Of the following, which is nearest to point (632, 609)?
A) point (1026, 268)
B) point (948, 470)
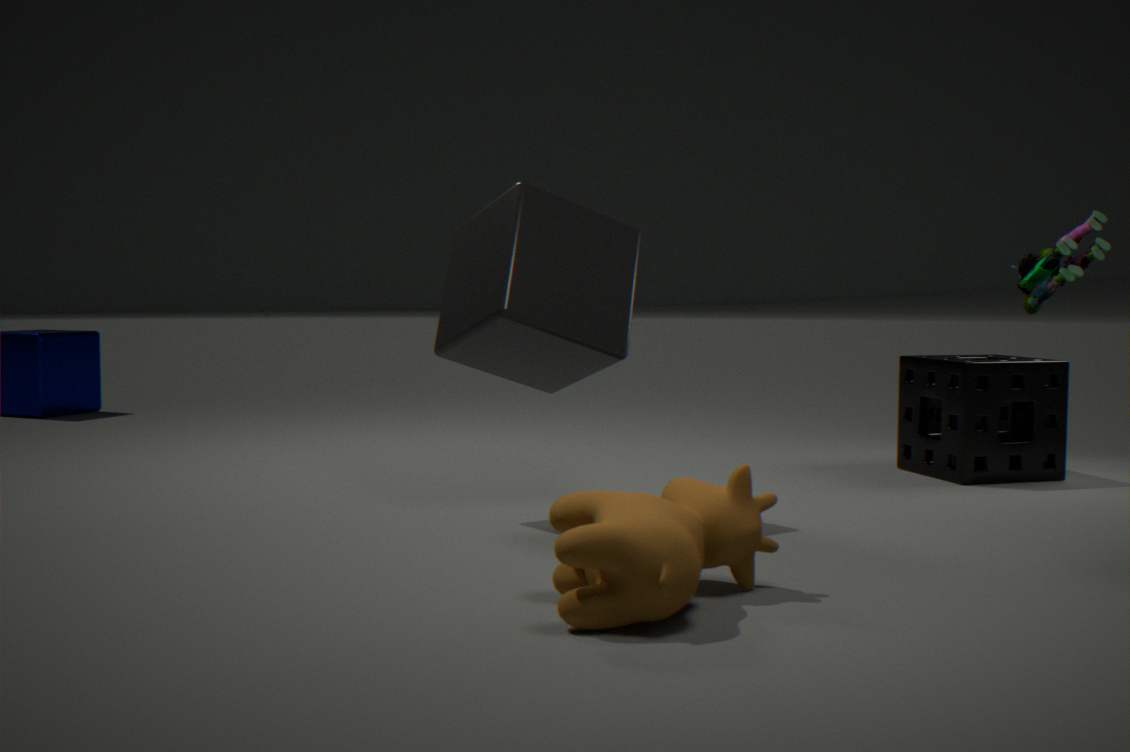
point (1026, 268)
